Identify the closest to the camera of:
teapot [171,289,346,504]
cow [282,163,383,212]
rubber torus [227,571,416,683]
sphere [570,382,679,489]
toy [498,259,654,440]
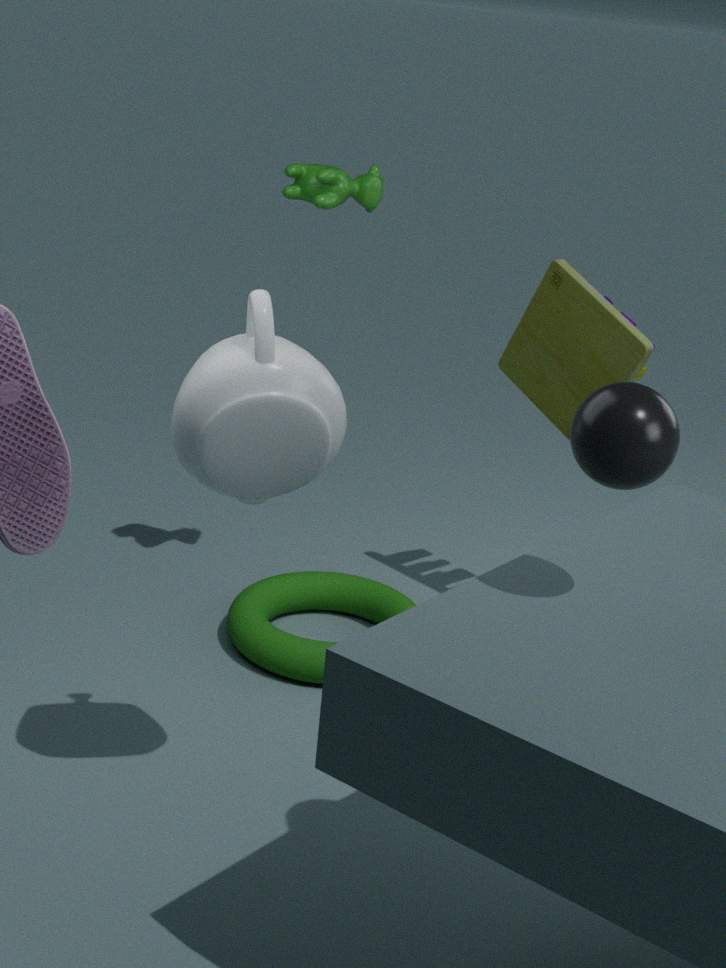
sphere [570,382,679,489]
